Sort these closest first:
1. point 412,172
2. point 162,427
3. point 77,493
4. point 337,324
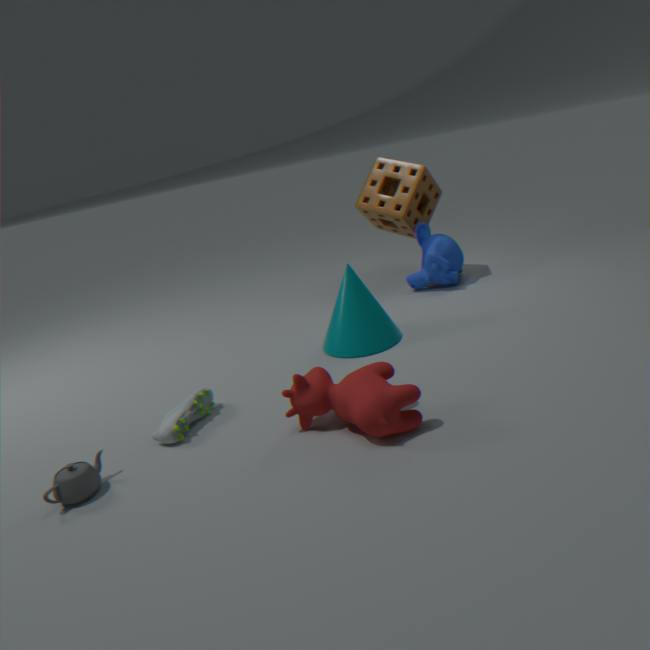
point 77,493 < point 162,427 < point 337,324 < point 412,172
